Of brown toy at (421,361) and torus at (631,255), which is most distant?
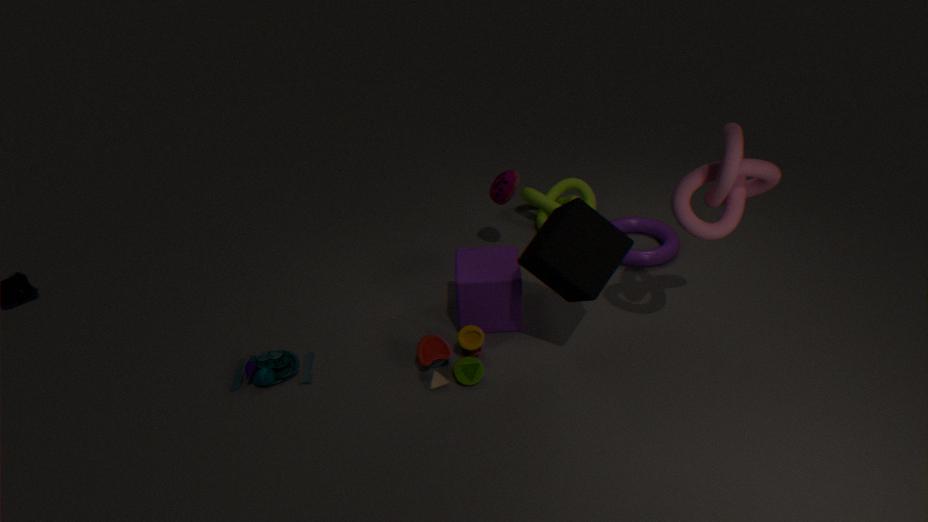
torus at (631,255)
